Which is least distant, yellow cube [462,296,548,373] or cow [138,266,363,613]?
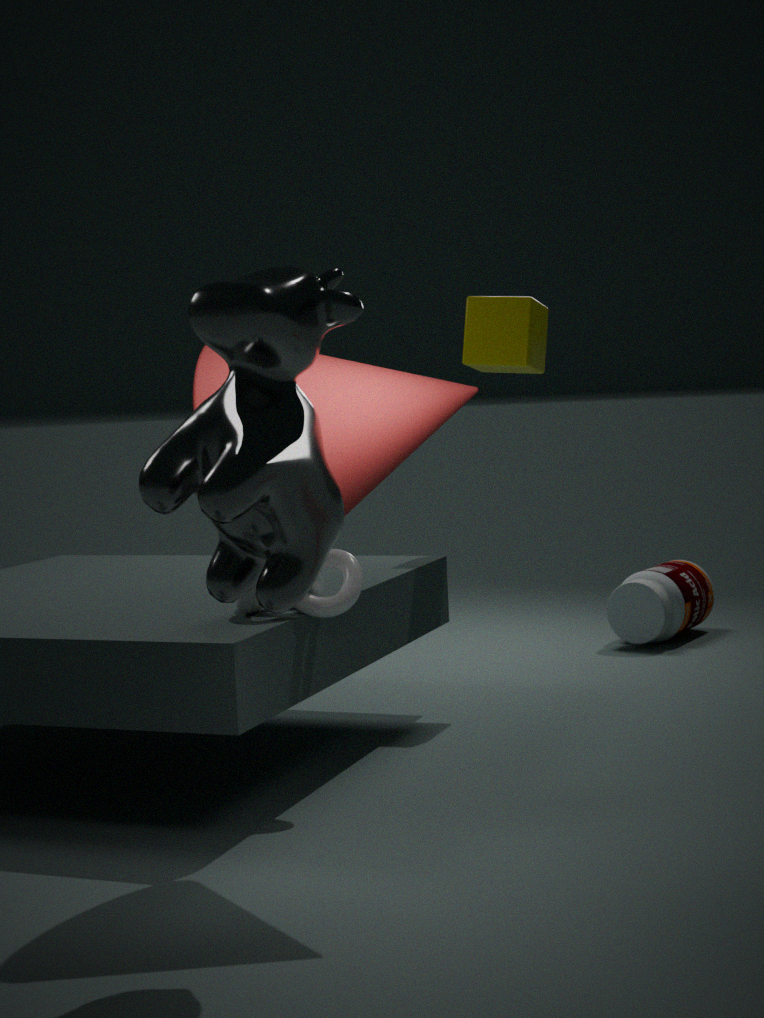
cow [138,266,363,613]
